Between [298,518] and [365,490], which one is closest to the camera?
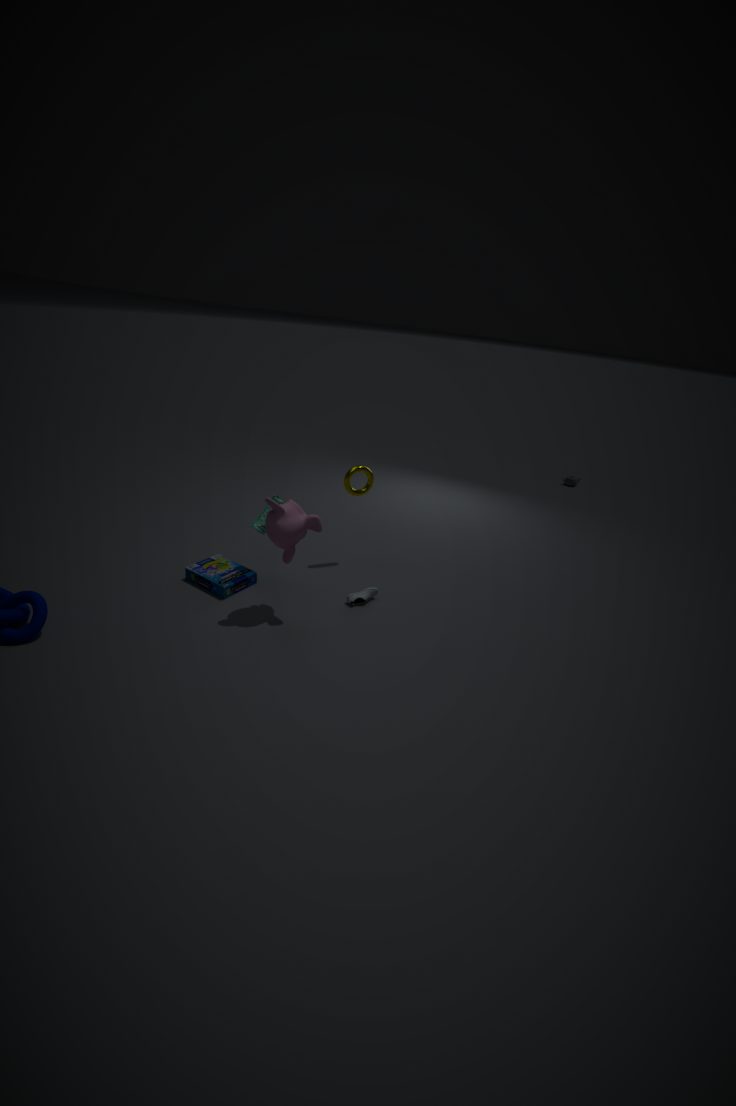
[298,518]
